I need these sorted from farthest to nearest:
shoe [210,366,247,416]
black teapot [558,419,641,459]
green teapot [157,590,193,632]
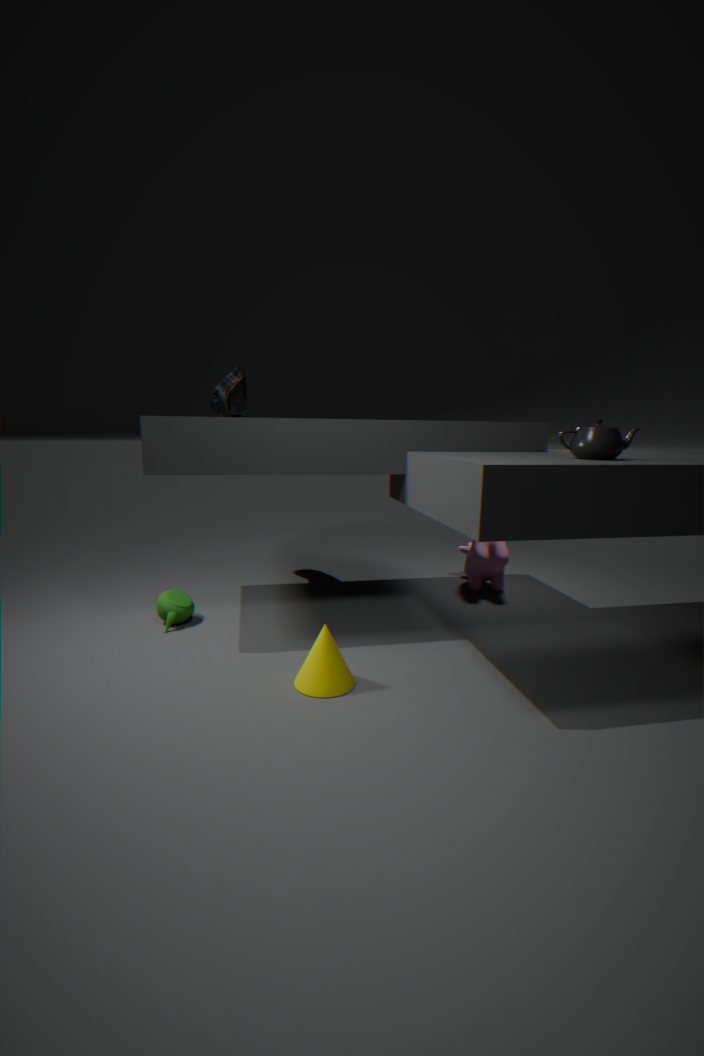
shoe [210,366,247,416] < green teapot [157,590,193,632] < black teapot [558,419,641,459]
